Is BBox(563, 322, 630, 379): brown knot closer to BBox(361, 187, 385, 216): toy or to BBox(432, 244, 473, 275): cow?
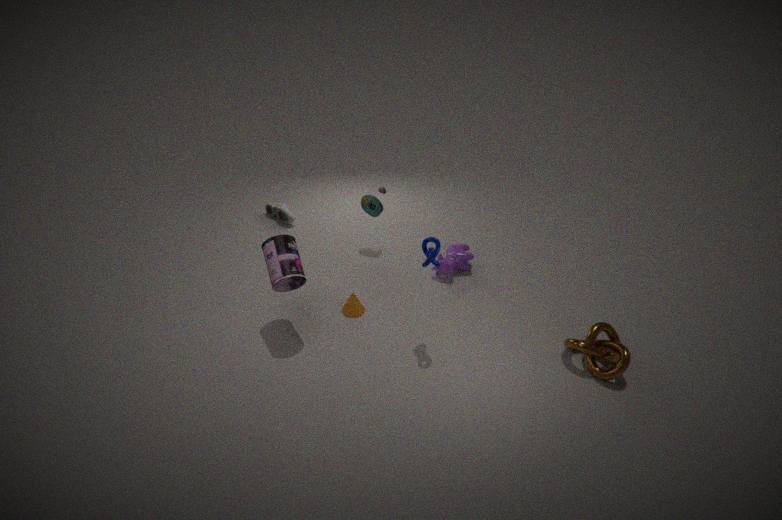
BBox(432, 244, 473, 275): cow
